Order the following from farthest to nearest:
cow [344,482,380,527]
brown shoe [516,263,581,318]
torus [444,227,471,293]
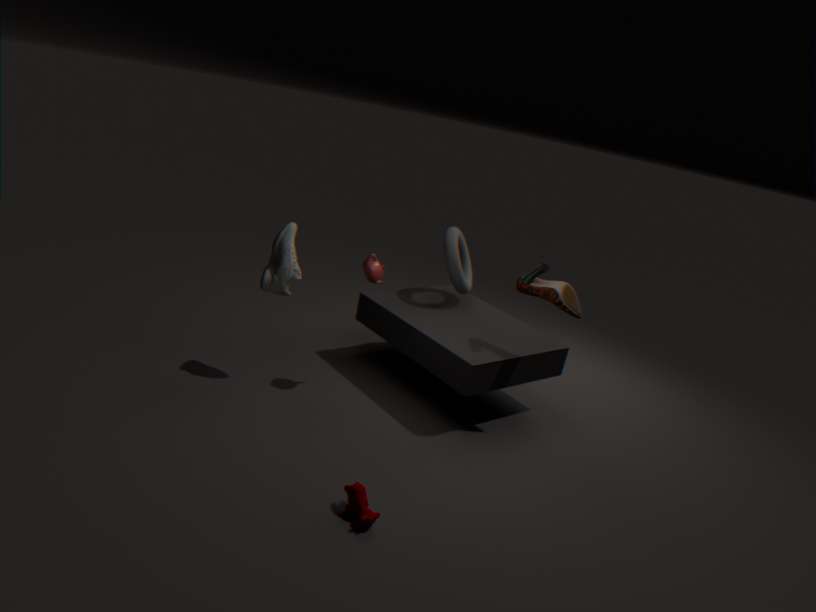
torus [444,227,471,293] → brown shoe [516,263,581,318] → cow [344,482,380,527]
